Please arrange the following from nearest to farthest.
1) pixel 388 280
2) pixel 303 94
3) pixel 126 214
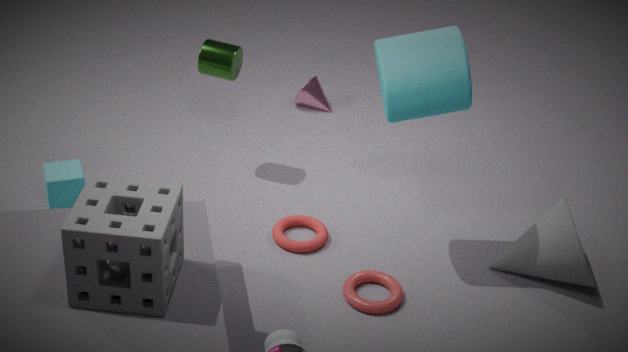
3. pixel 126 214 < 1. pixel 388 280 < 2. pixel 303 94
